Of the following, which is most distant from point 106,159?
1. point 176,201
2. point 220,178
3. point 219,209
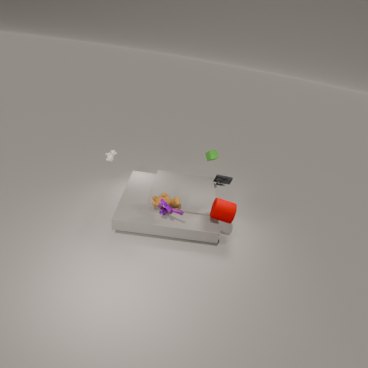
point 219,209
